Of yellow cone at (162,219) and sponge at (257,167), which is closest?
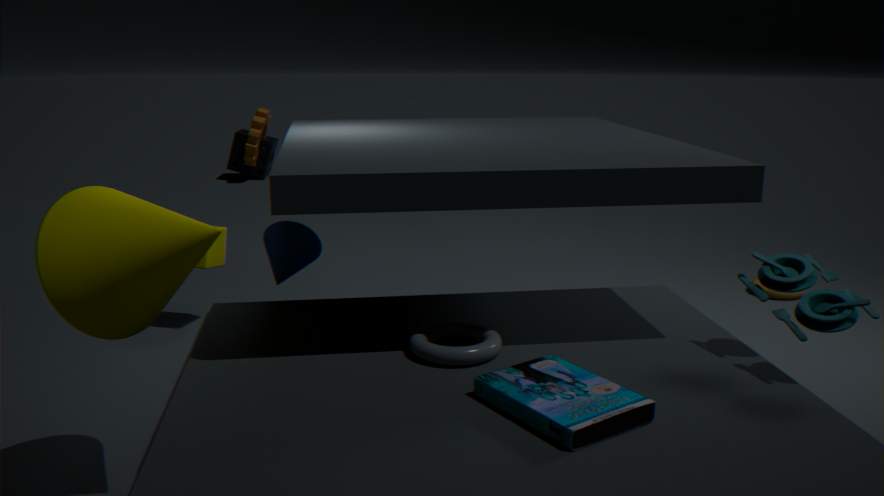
yellow cone at (162,219)
